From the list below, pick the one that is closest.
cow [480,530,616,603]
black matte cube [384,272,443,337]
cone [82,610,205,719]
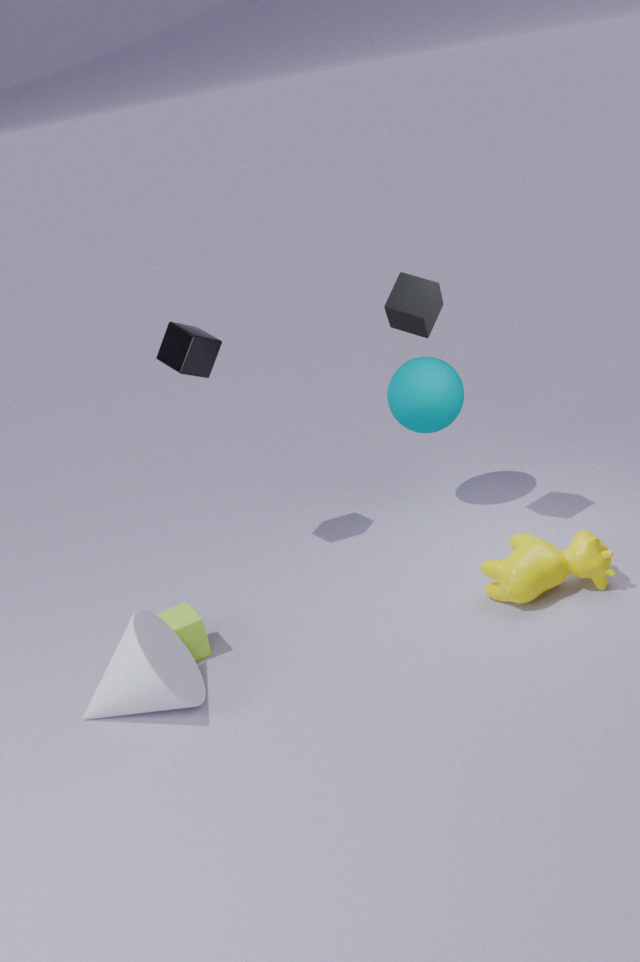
cone [82,610,205,719]
